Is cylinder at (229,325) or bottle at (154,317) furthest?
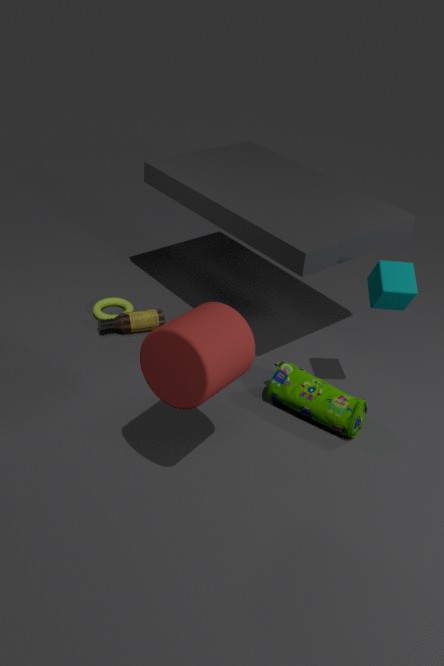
bottle at (154,317)
